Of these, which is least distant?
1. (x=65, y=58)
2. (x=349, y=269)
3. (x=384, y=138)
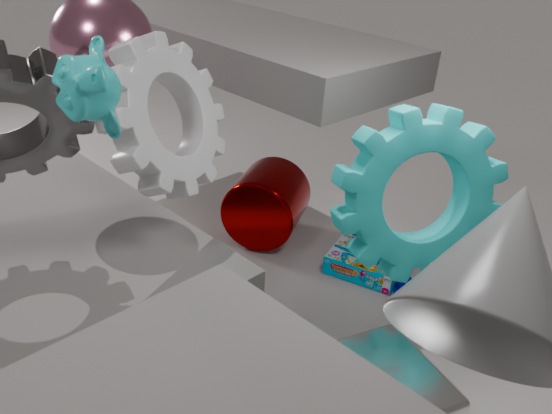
(x=65, y=58)
